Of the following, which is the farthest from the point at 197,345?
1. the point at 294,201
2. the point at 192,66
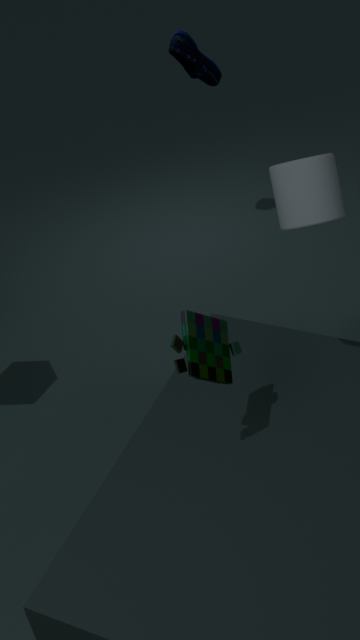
the point at 192,66
